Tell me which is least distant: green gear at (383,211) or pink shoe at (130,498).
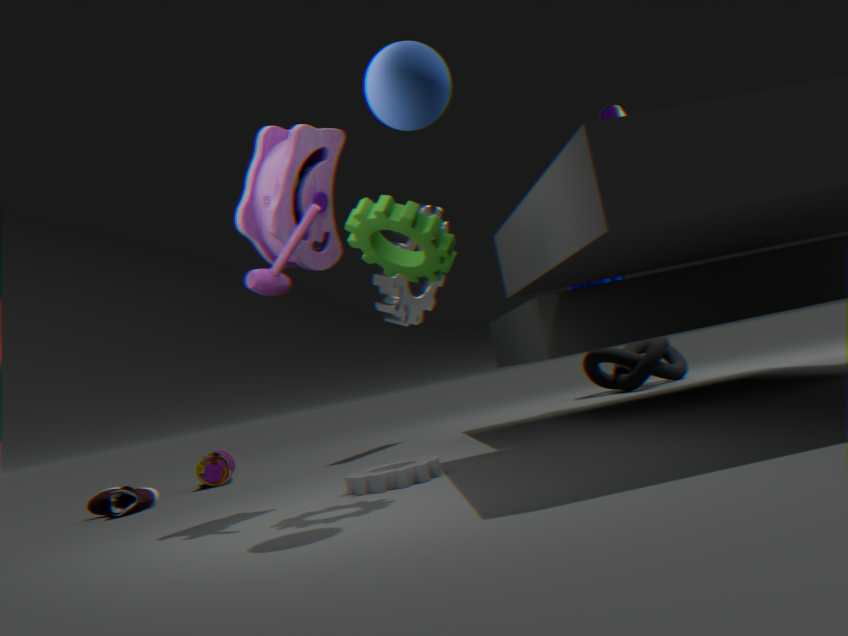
green gear at (383,211)
